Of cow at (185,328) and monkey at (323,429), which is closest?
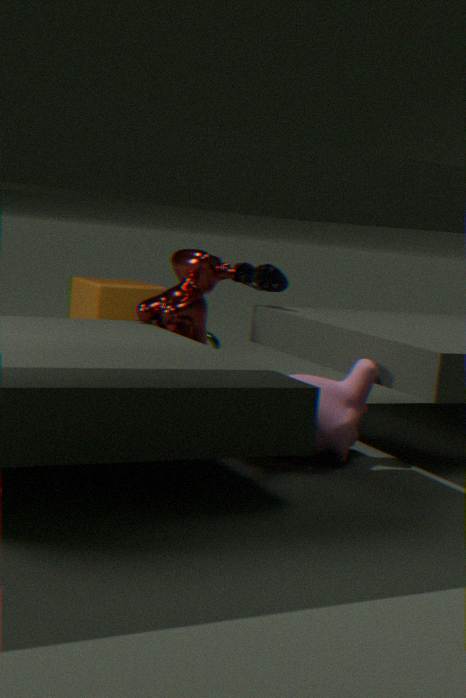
monkey at (323,429)
